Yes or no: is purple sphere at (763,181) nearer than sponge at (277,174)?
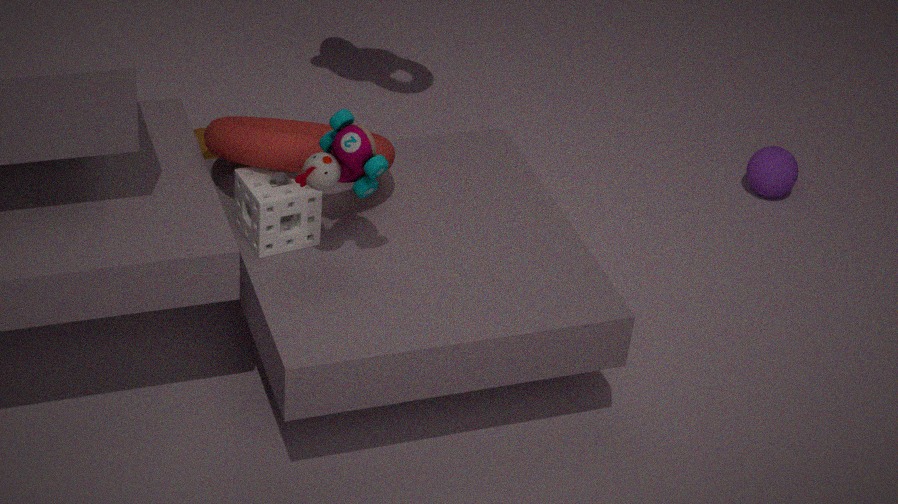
No
